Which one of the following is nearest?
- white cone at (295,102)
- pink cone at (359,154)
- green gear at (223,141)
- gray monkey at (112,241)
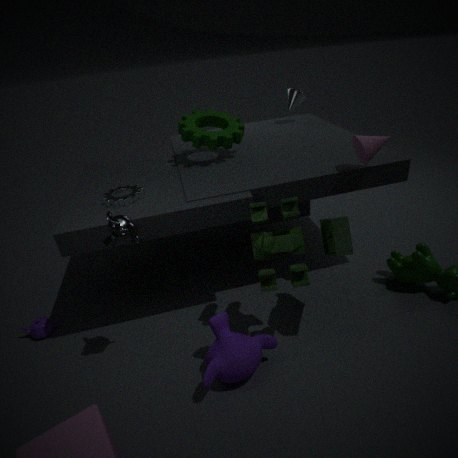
gray monkey at (112,241)
